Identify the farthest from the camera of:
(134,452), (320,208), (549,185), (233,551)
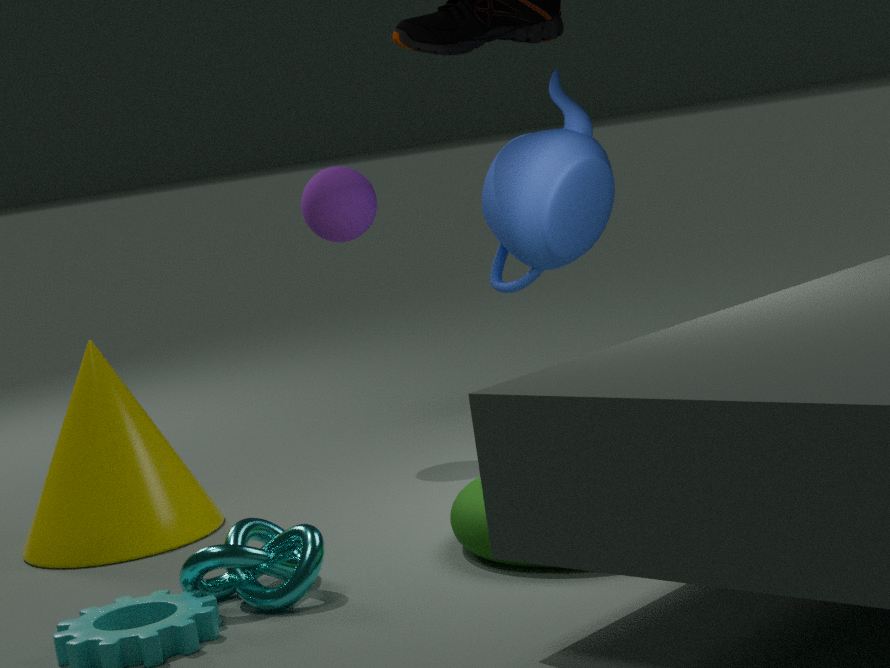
(320,208)
